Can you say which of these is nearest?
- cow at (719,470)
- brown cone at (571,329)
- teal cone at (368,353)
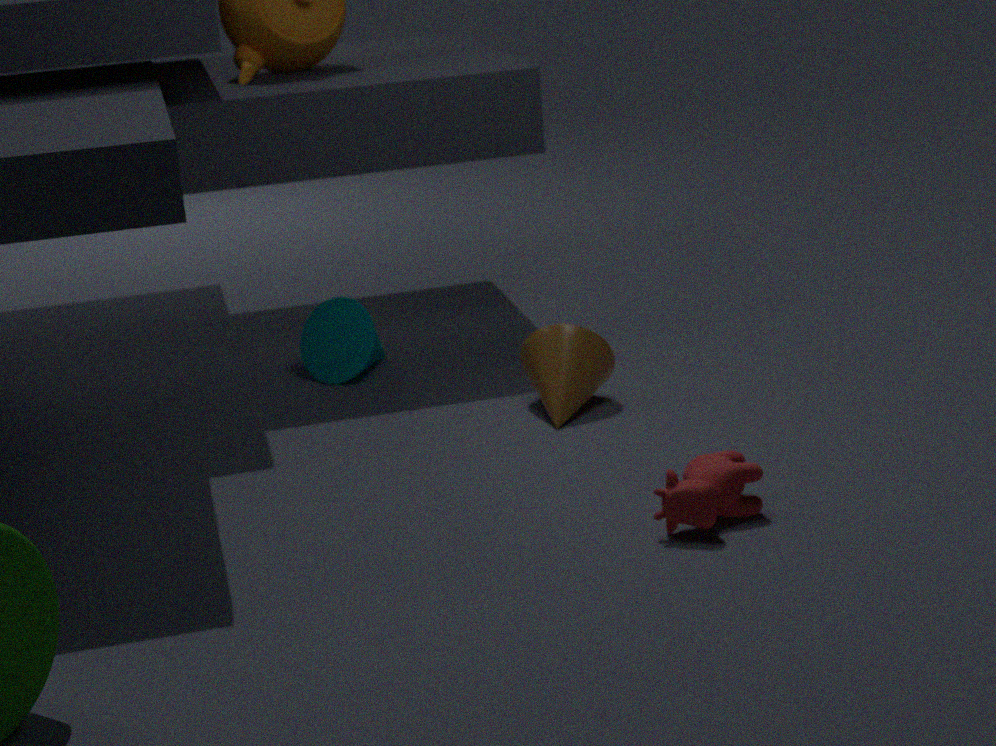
cow at (719,470)
